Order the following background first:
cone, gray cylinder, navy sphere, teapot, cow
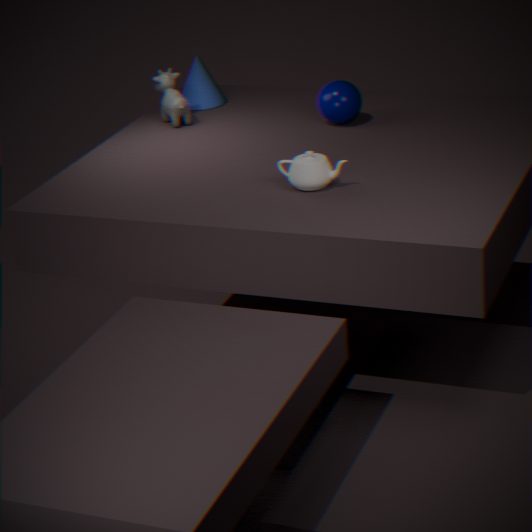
1. cone
2. cow
3. navy sphere
4. gray cylinder
5. teapot
